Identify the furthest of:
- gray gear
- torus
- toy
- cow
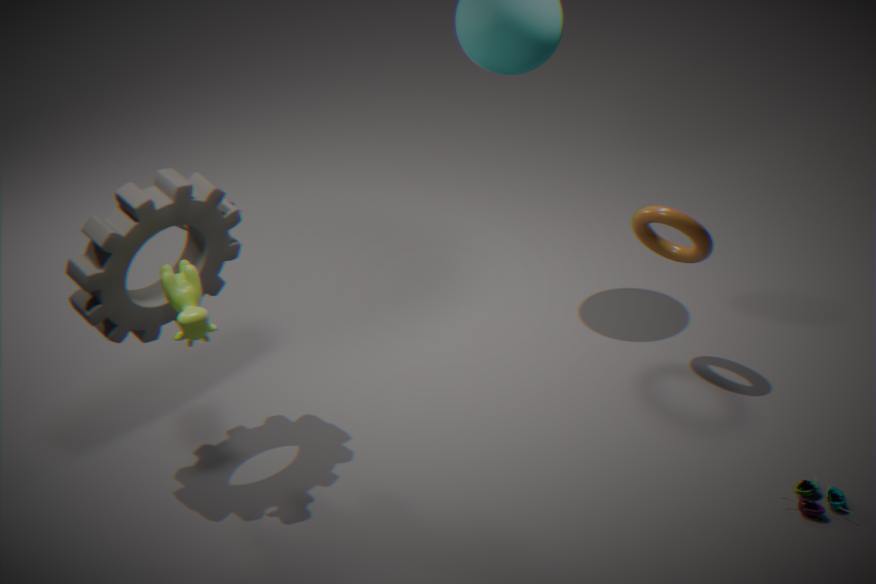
torus
